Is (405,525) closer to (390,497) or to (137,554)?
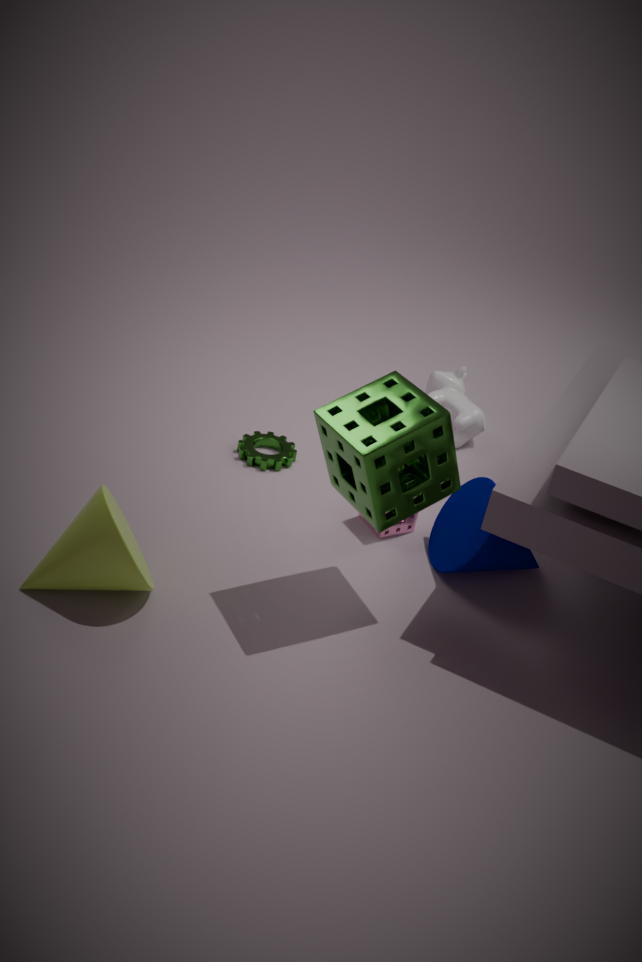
(390,497)
